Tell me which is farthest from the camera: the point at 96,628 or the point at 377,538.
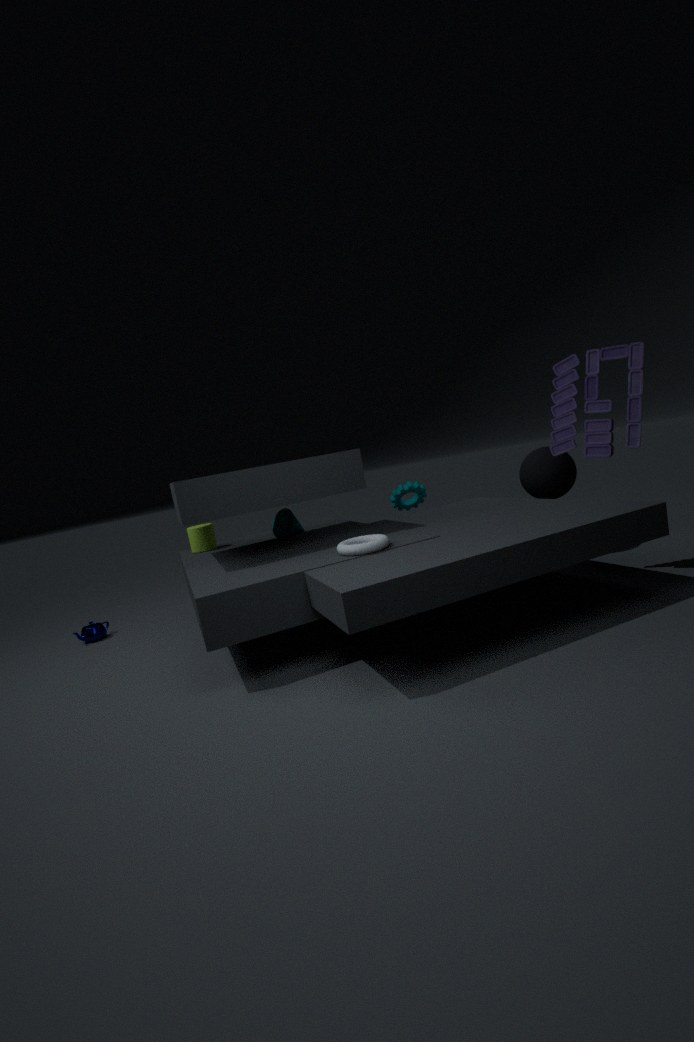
the point at 96,628
